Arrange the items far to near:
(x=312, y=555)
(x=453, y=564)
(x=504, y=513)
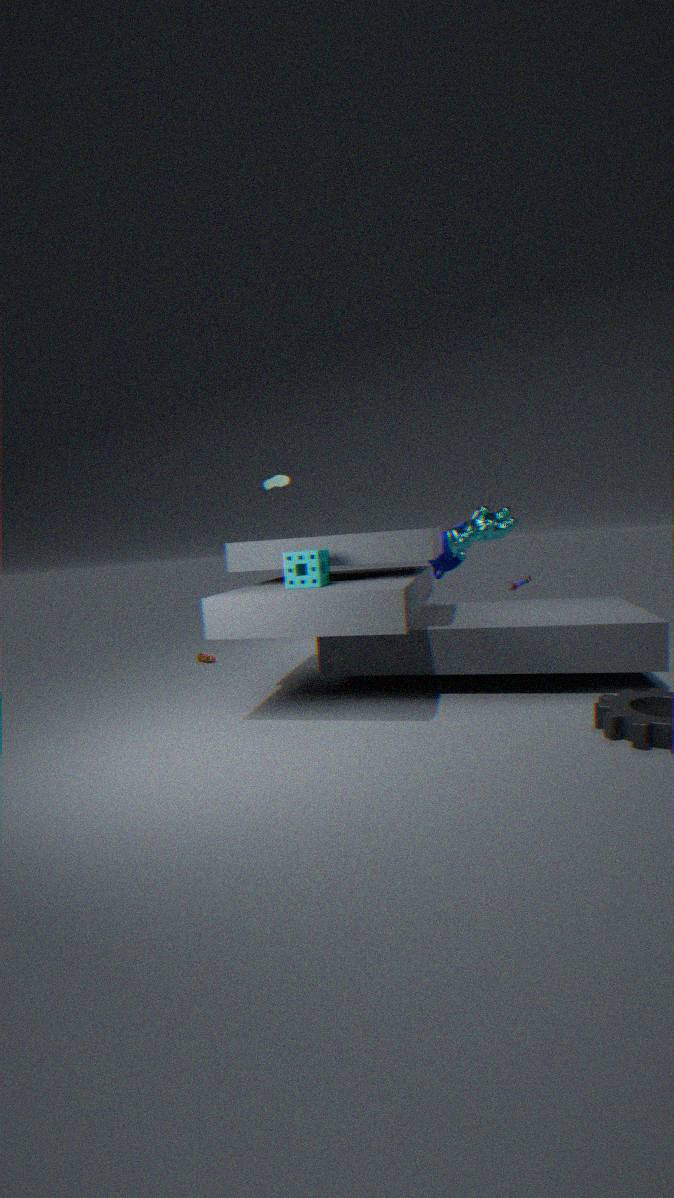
(x=453, y=564)
(x=504, y=513)
(x=312, y=555)
